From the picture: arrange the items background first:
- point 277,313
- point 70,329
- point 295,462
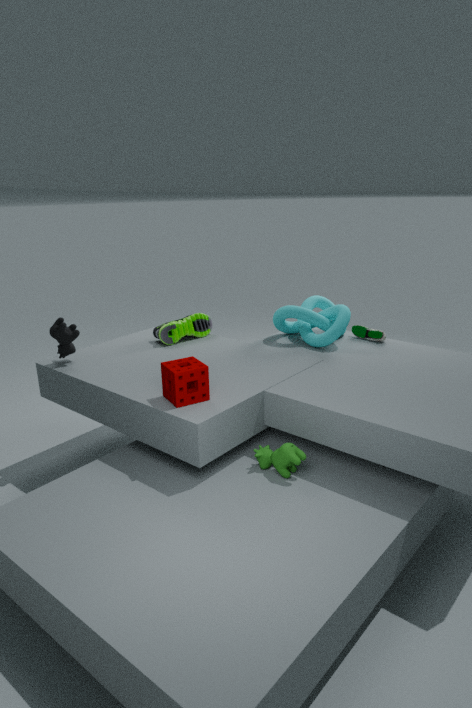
point 277,313
point 70,329
point 295,462
